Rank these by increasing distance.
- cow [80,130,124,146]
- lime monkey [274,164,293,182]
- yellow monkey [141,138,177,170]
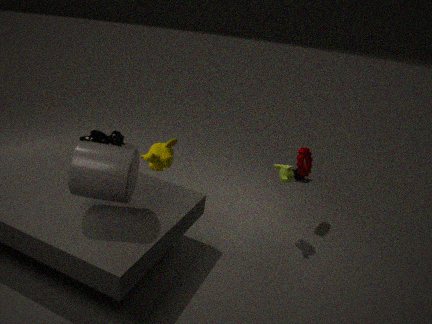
1. yellow monkey [141,138,177,170]
2. lime monkey [274,164,293,182]
3. cow [80,130,124,146]
